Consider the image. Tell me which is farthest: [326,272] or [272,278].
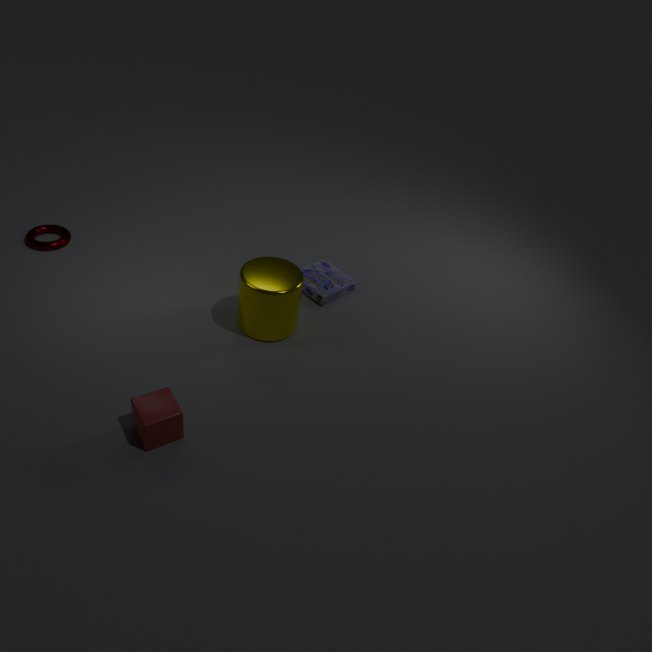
[326,272]
